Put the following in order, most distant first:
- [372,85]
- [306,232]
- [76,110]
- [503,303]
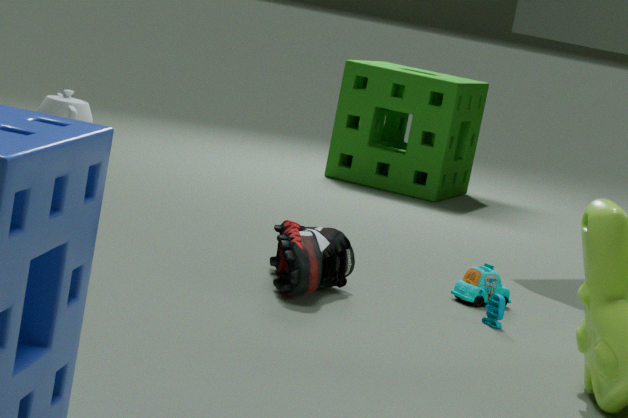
[372,85]
[76,110]
[503,303]
[306,232]
